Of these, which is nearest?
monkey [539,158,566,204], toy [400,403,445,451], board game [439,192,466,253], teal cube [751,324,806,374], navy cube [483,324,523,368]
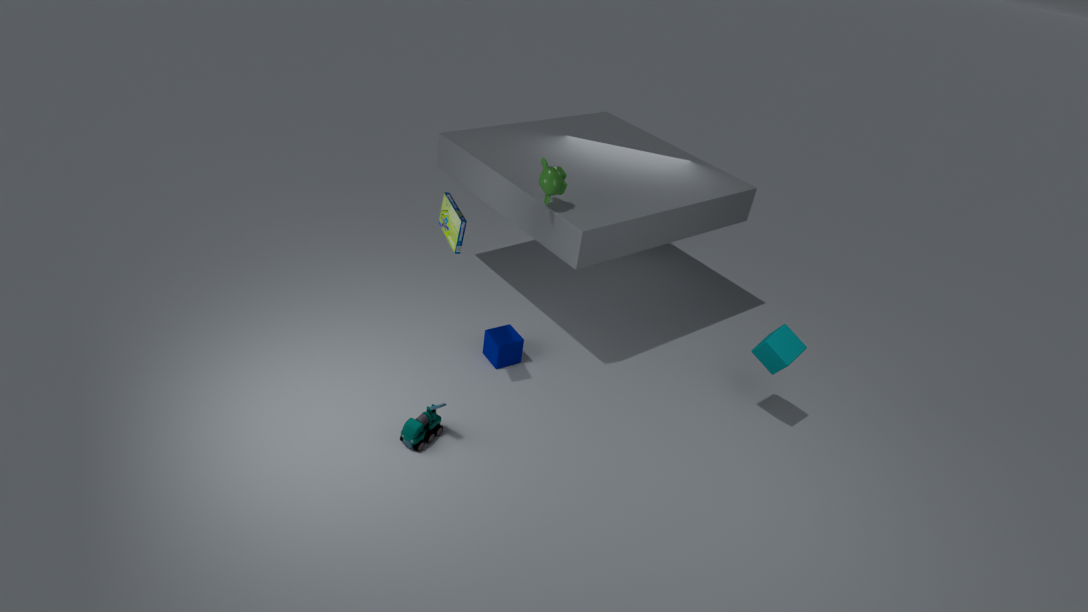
board game [439,192,466,253]
